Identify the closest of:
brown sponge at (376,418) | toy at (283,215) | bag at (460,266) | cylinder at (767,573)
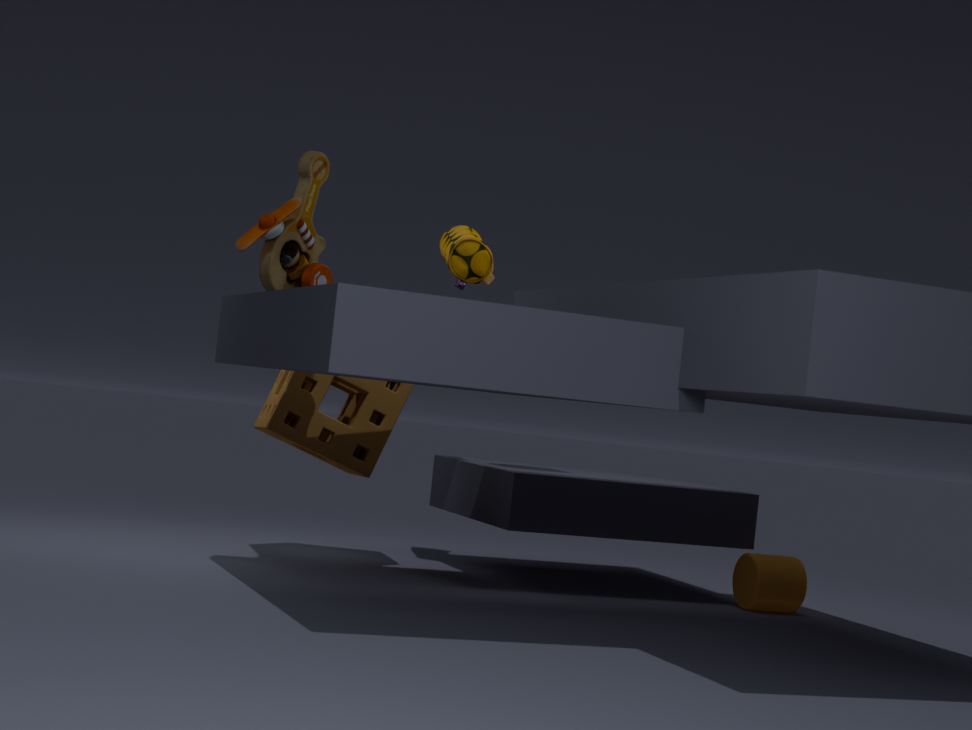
toy at (283,215)
